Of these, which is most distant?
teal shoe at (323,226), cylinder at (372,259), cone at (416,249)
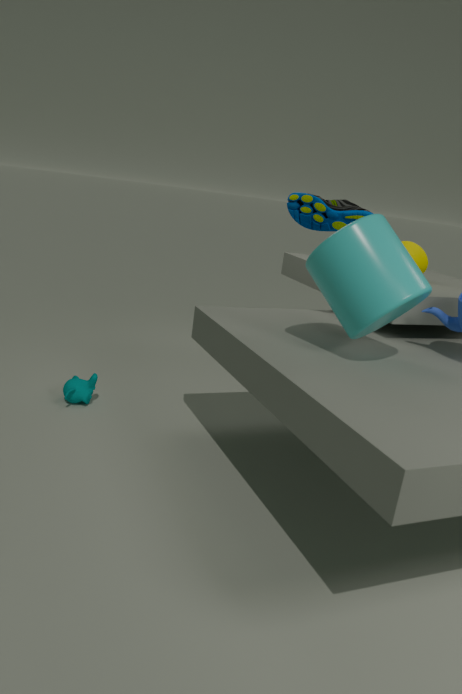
cone at (416,249)
